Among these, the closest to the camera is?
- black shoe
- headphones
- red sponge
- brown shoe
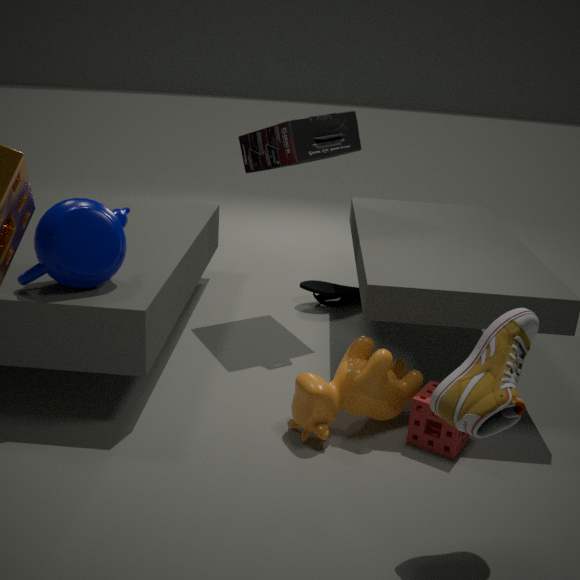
brown shoe
